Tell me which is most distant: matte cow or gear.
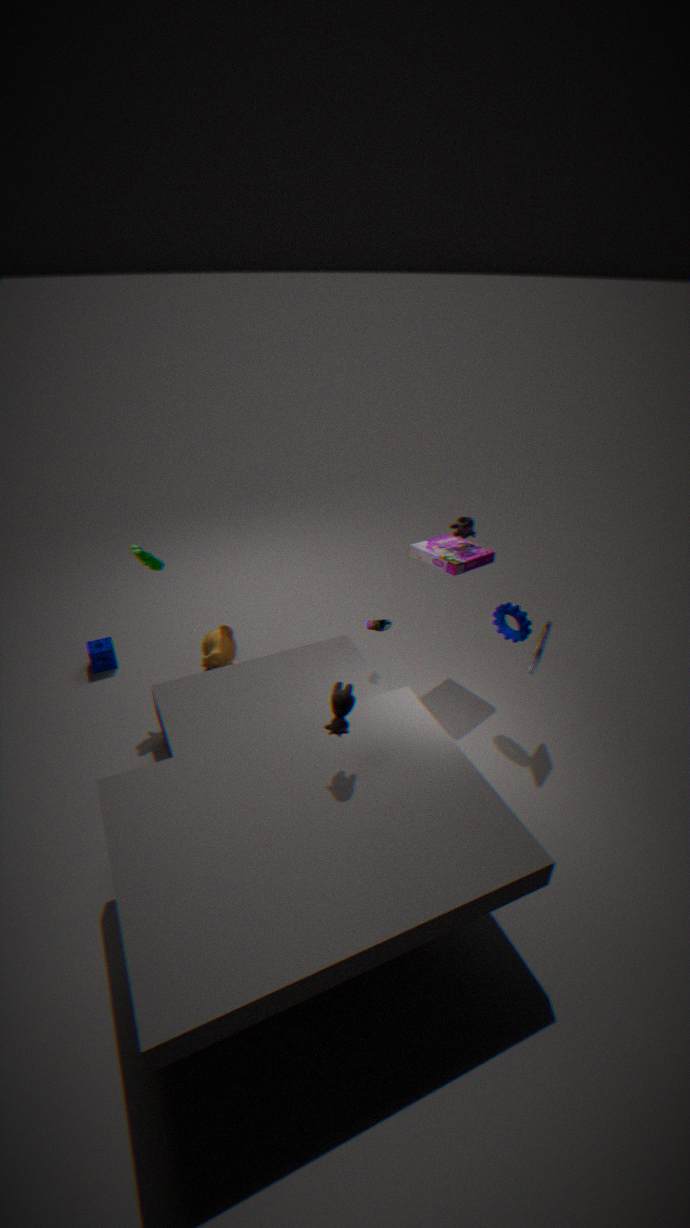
gear
